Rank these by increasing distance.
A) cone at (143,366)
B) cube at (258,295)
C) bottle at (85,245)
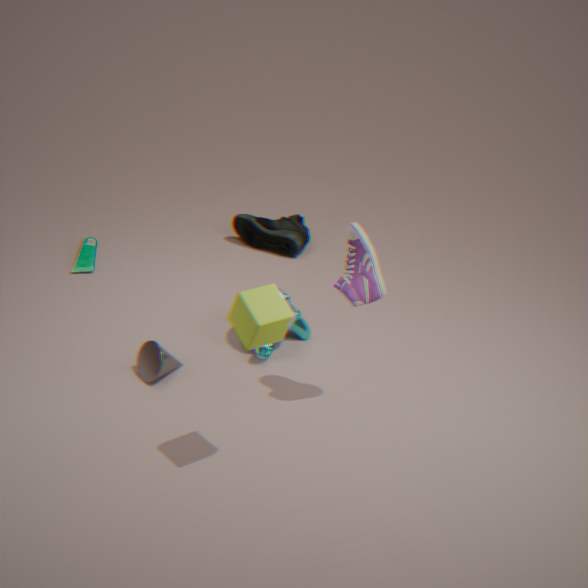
cube at (258,295) → cone at (143,366) → bottle at (85,245)
